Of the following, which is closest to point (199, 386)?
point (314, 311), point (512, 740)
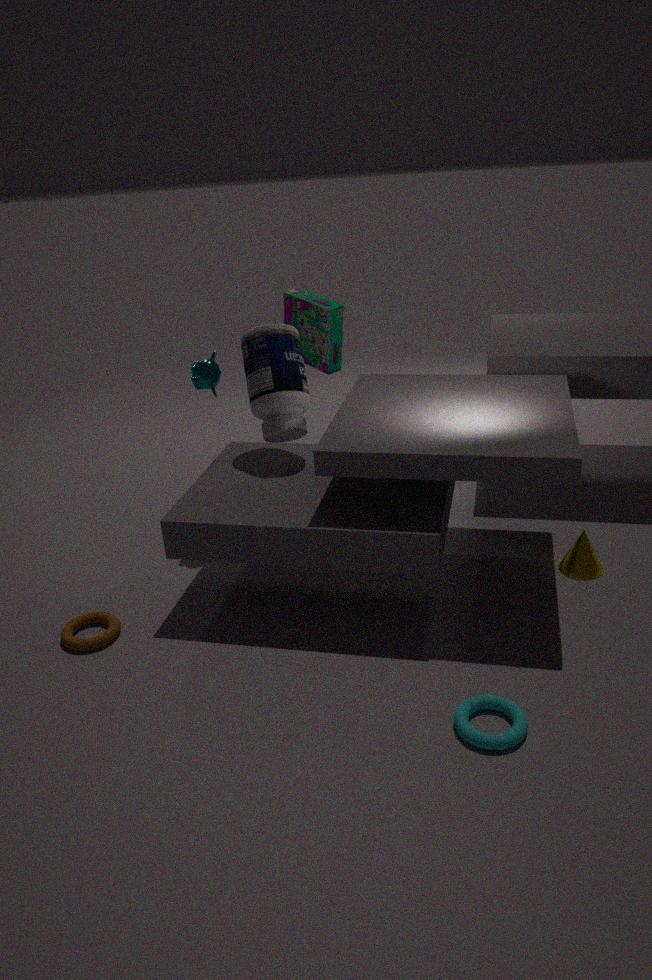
point (314, 311)
